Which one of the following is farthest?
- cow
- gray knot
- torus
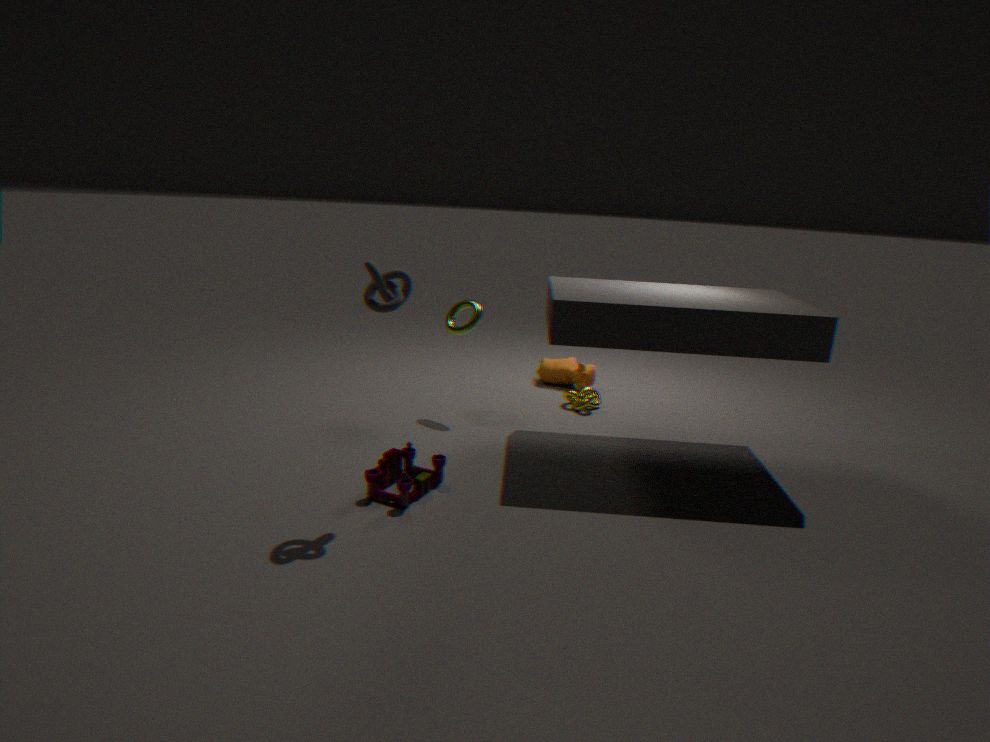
→ cow
